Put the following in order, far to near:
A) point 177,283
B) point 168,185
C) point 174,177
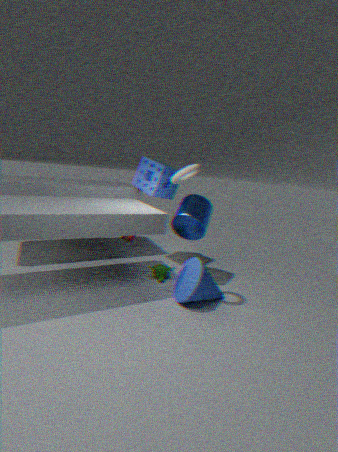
point 168,185
point 177,283
point 174,177
